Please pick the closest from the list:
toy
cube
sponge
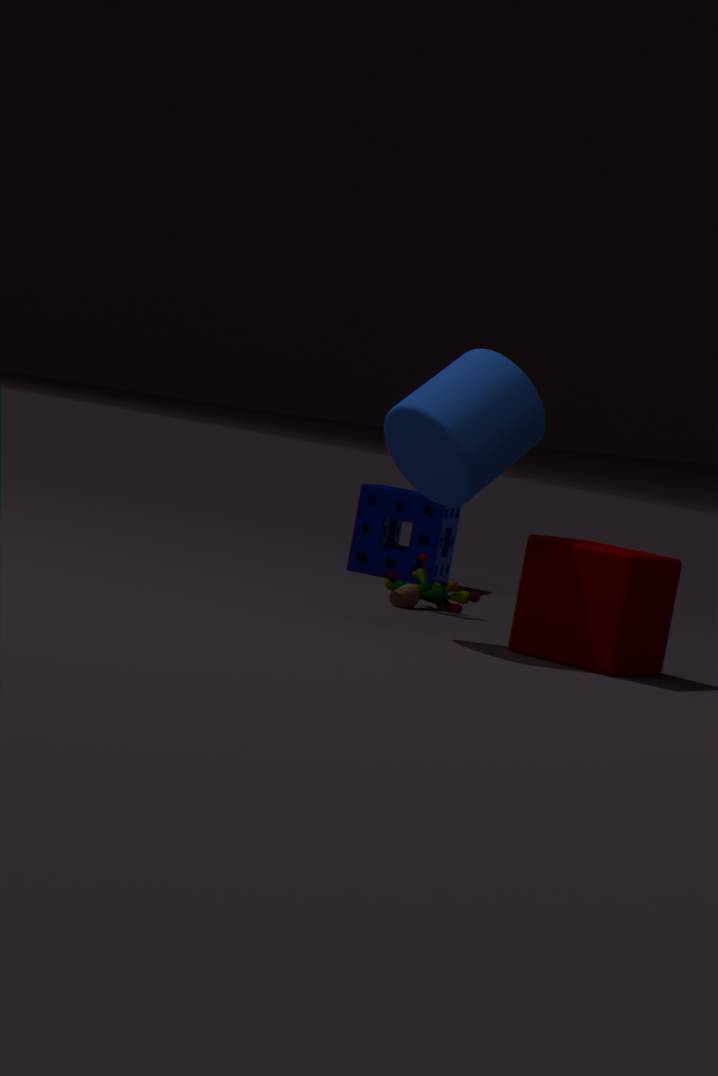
cube
